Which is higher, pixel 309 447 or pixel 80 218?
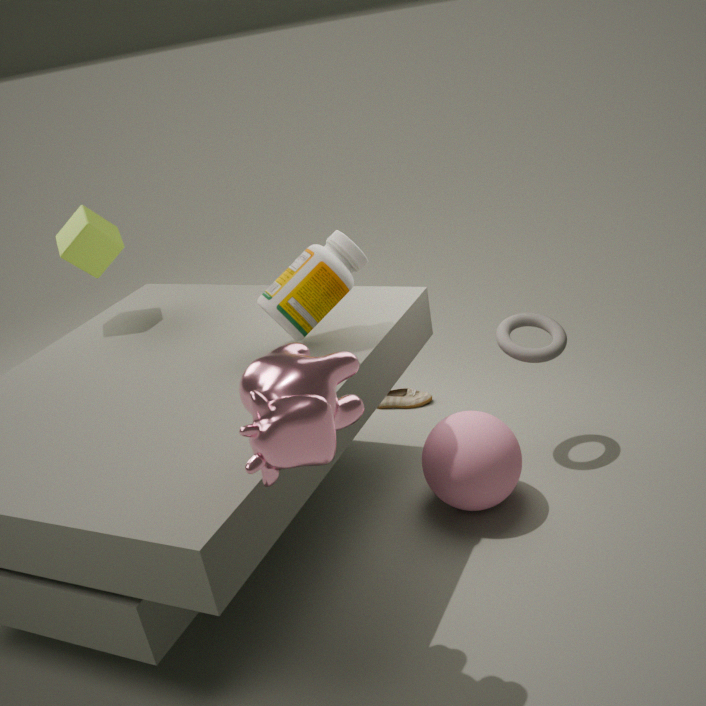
pixel 80 218
